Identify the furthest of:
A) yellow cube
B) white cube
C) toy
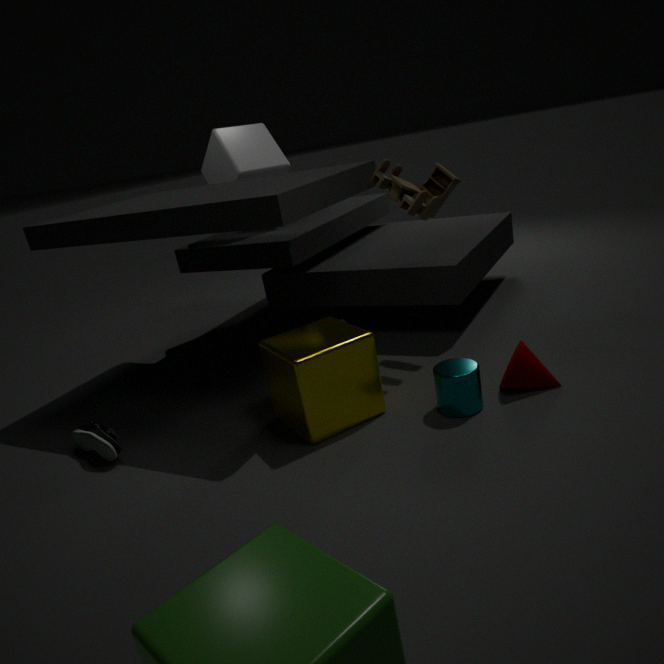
white cube
